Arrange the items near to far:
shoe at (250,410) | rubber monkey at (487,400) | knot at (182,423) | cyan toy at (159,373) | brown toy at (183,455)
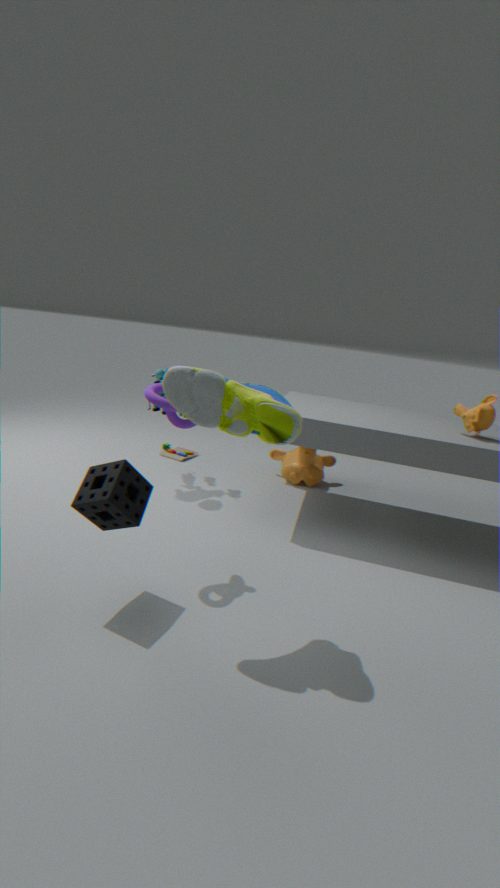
shoe at (250,410), knot at (182,423), rubber monkey at (487,400), cyan toy at (159,373), brown toy at (183,455)
